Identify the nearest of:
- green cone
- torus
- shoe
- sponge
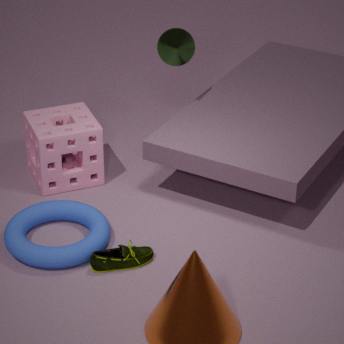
torus
